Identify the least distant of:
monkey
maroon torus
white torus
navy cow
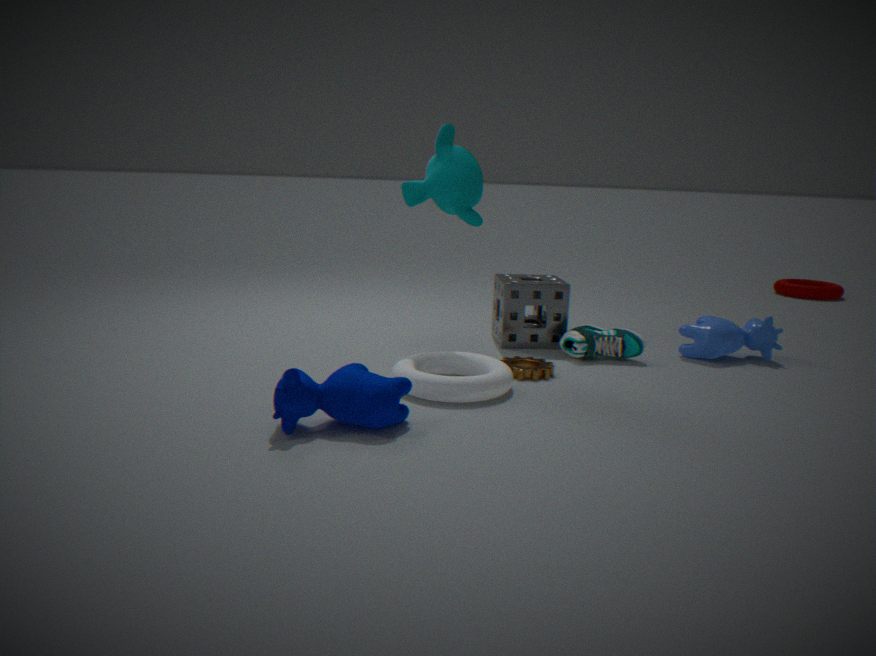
navy cow
